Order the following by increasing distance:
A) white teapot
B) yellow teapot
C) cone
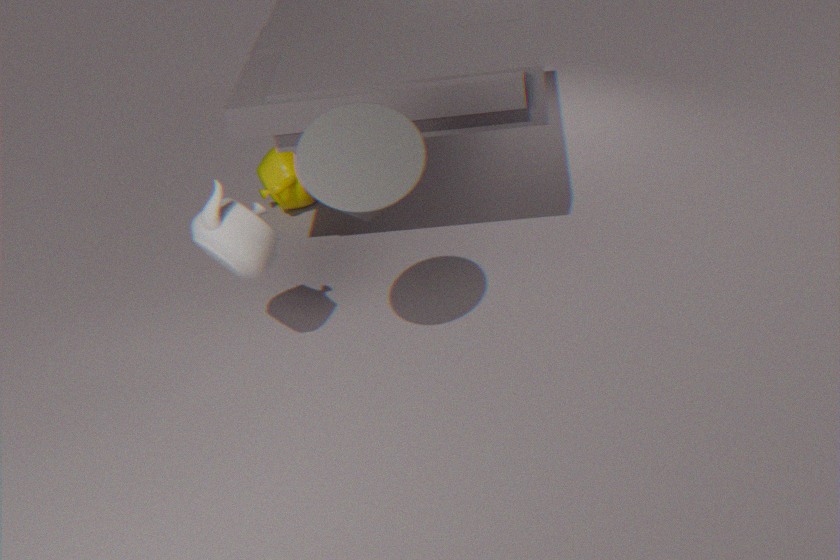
cone, white teapot, yellow teapot
